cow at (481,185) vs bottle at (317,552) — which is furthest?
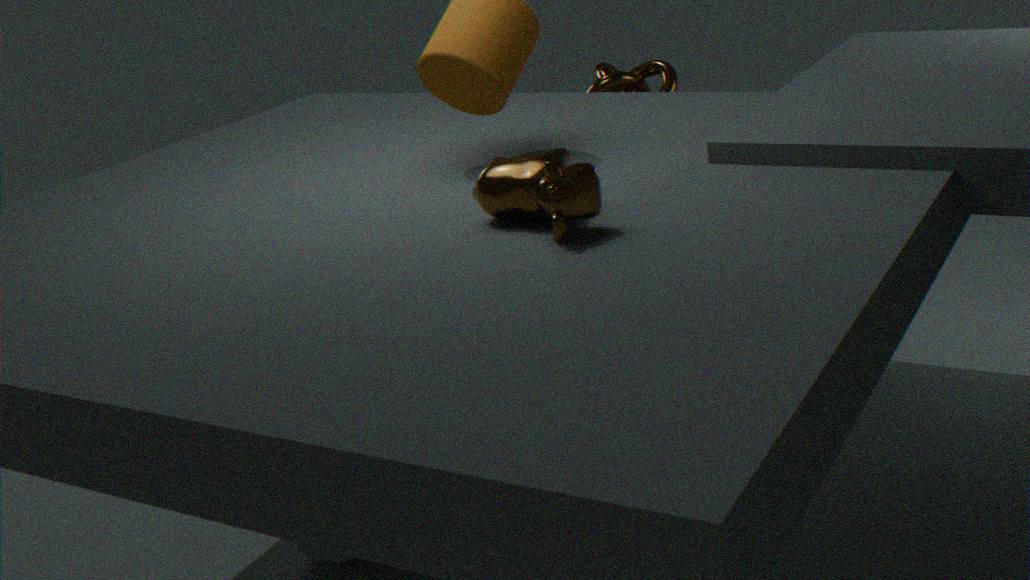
bottle at (317,552)
